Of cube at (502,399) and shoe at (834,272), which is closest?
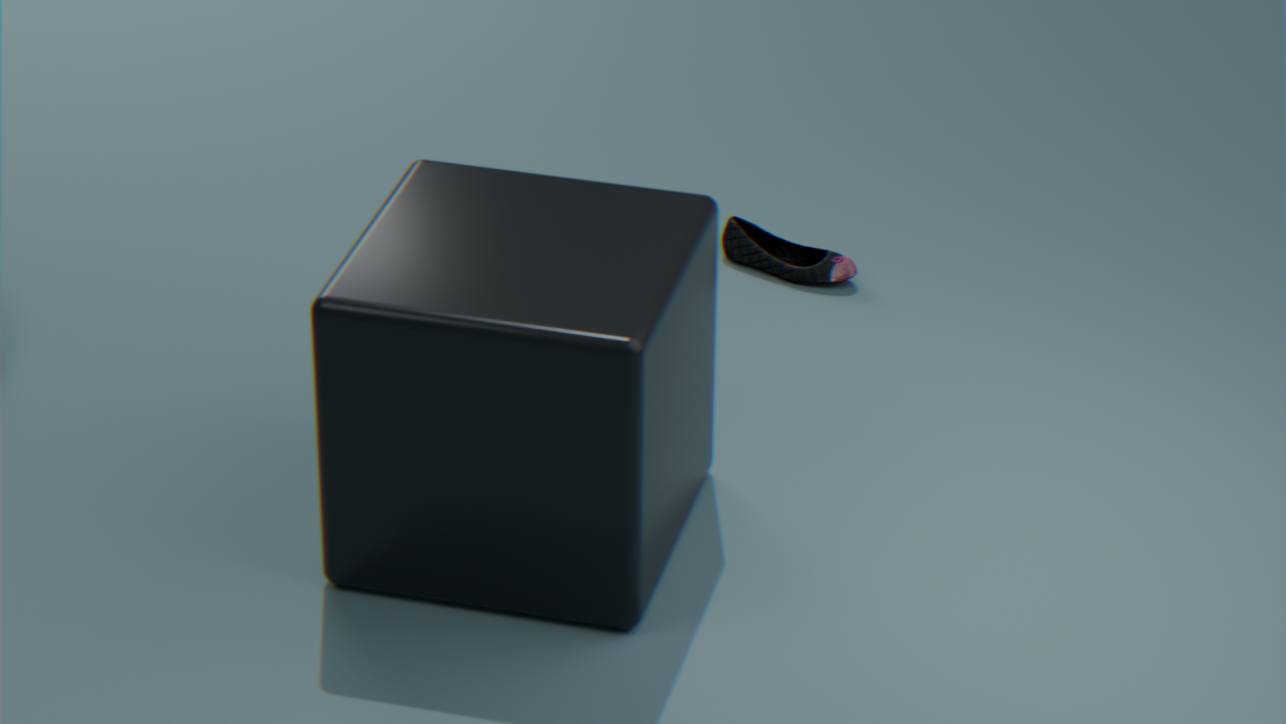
cube at (502,399)
